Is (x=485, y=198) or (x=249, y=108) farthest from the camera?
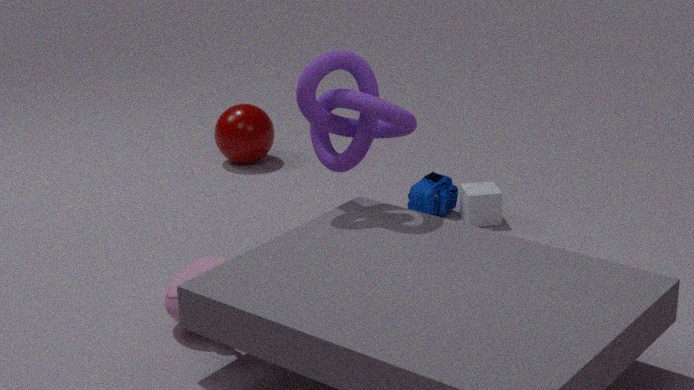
(x=249, y=108)
